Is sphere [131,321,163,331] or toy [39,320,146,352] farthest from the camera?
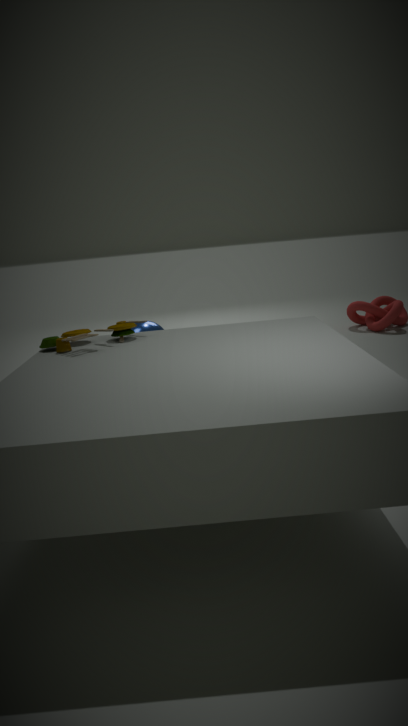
sphere [131,321,163,331]
